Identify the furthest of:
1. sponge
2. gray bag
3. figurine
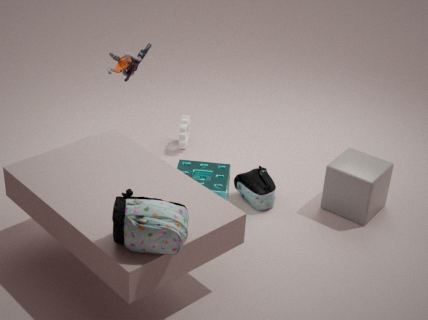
figurine
